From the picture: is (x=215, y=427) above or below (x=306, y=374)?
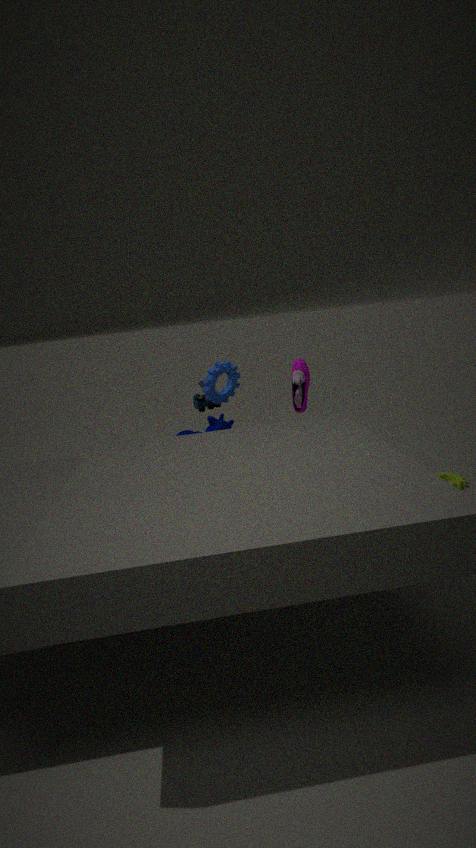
below
